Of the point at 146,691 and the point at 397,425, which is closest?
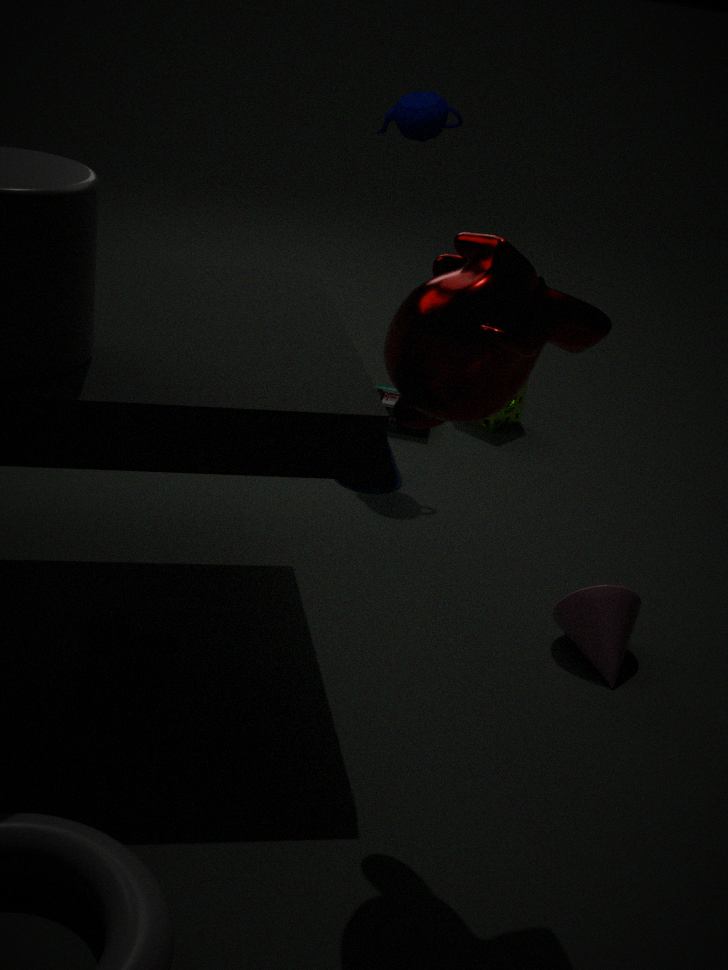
the point at 146,691
